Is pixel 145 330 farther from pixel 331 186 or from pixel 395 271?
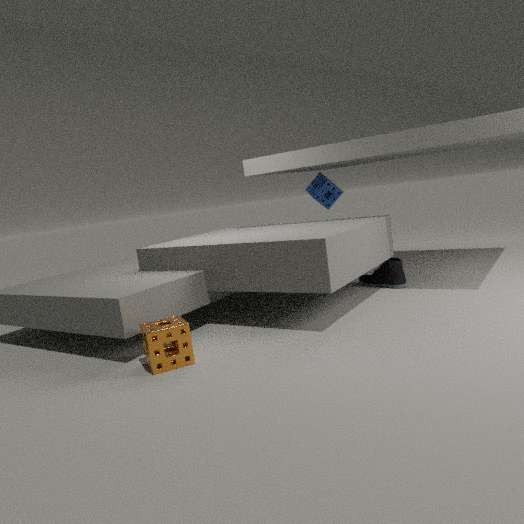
pixel 331 186
